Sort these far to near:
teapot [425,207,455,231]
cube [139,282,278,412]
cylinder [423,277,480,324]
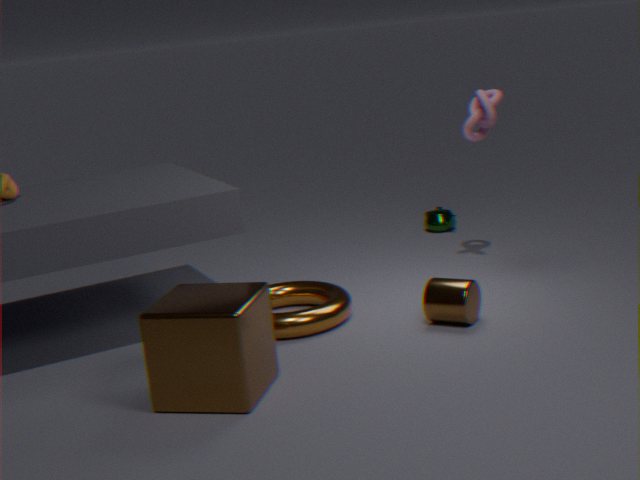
teapot [425,207,455,231] → cylinder [423,277,480,324] → cube [139,282,278,412]
